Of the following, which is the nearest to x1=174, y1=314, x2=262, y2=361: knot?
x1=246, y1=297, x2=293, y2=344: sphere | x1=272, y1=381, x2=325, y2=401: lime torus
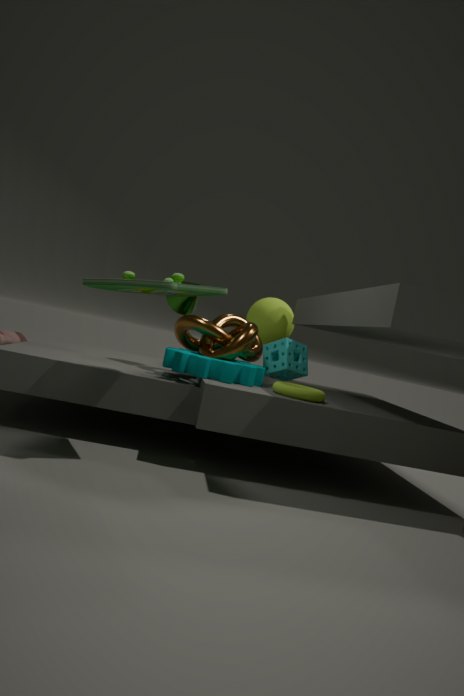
x1=272, y1=381, x2=325, y2=401: lime torus
